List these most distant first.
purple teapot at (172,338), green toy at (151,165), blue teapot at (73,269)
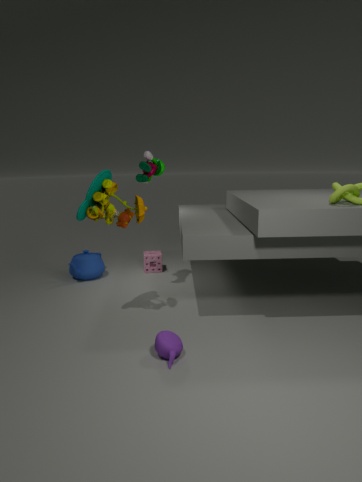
blue teapot at (73,269) → green toy at (151,165) → purple teapot at (172,338)
